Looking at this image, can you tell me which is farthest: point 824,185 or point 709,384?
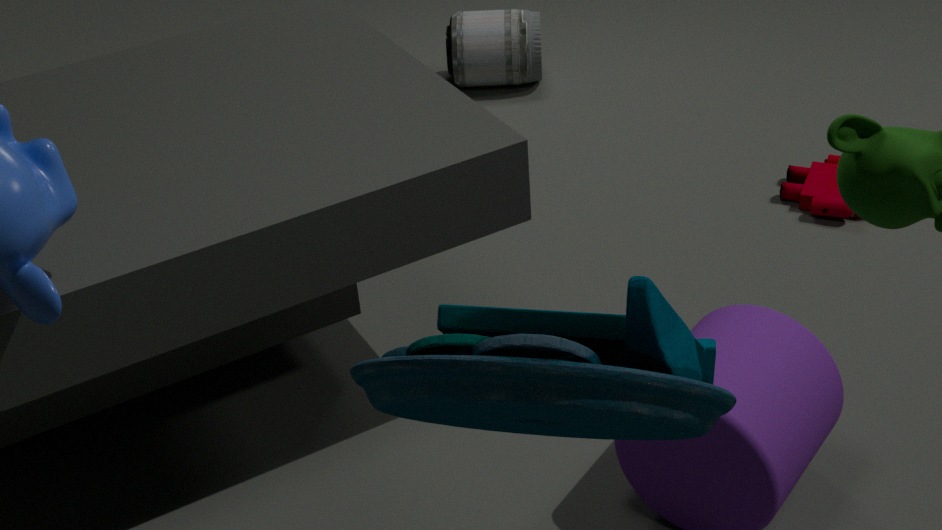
point 824,185
